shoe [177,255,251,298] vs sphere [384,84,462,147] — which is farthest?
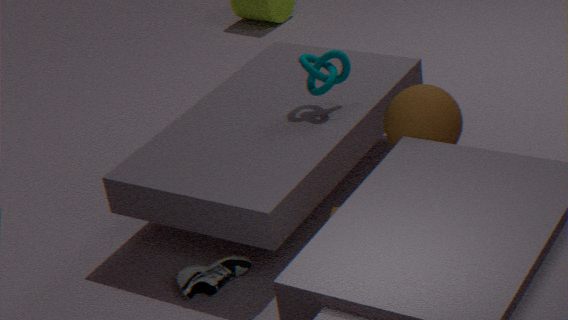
shoe [177,255,251,298]
